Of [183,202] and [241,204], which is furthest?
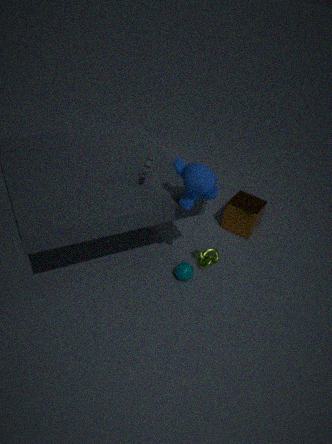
[241,204]
